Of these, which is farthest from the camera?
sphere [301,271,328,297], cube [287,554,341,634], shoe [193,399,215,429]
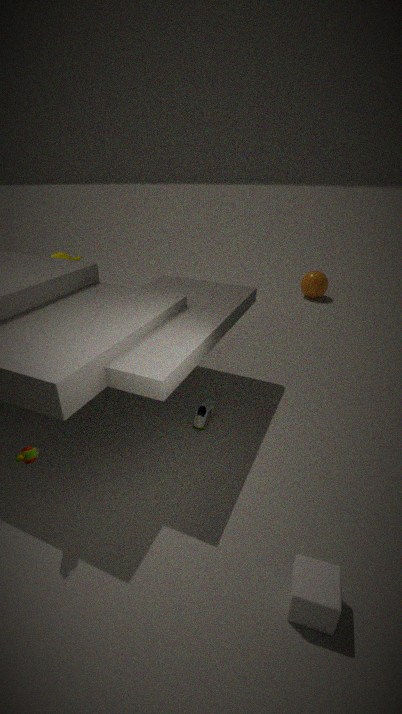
sphere [301,271,328,297]
